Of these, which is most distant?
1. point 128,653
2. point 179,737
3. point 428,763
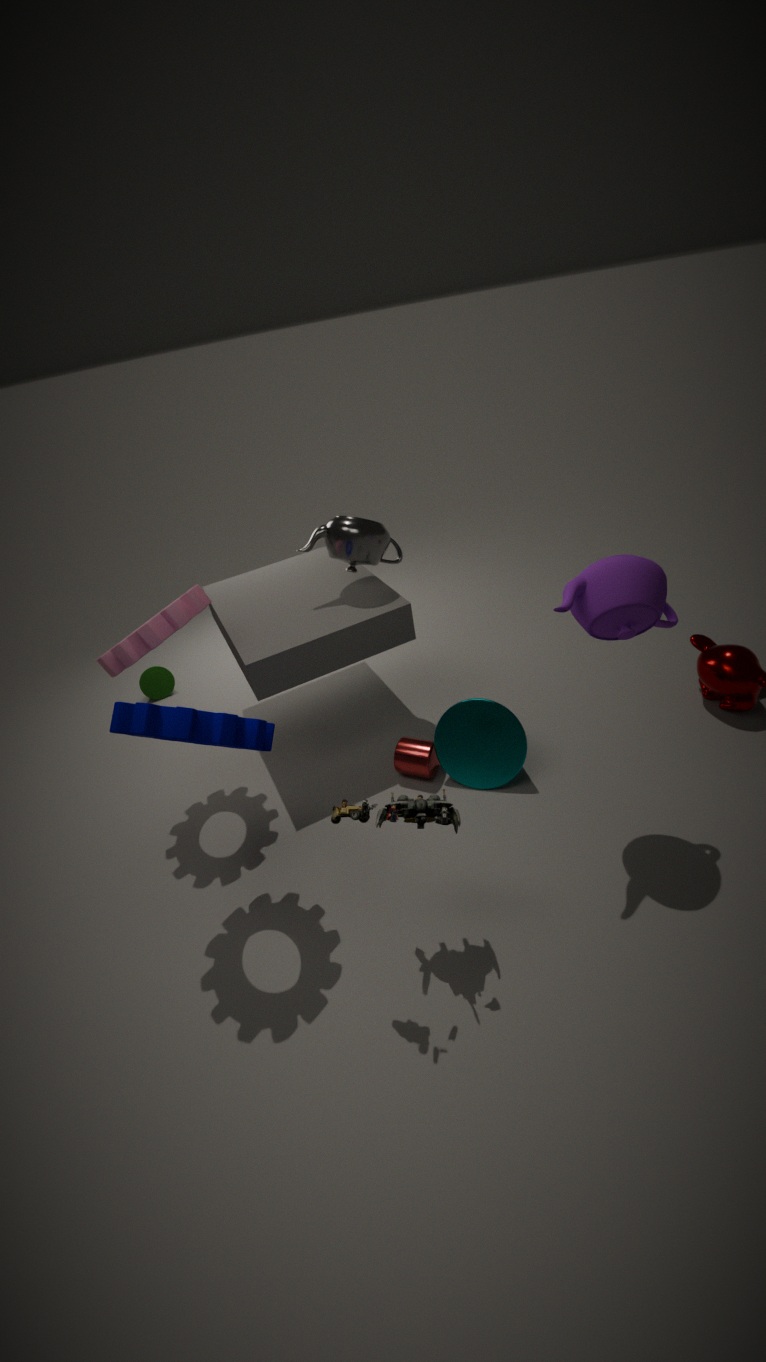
point 428,763
